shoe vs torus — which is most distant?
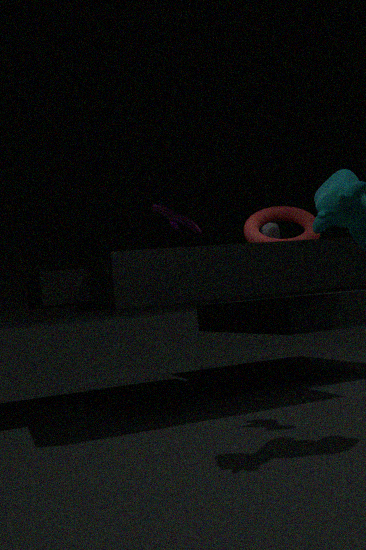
torus
